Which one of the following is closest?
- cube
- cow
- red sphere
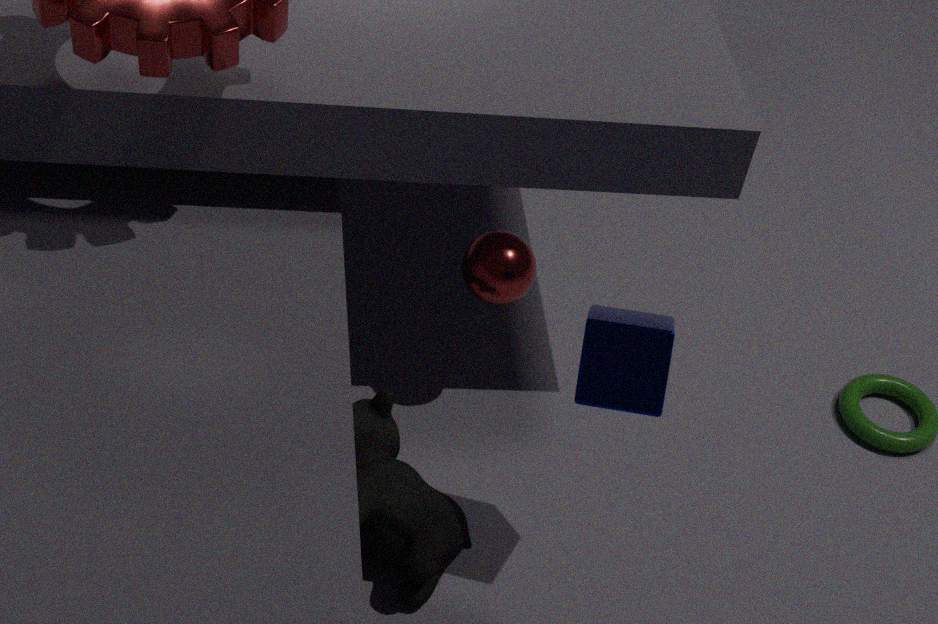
cube
